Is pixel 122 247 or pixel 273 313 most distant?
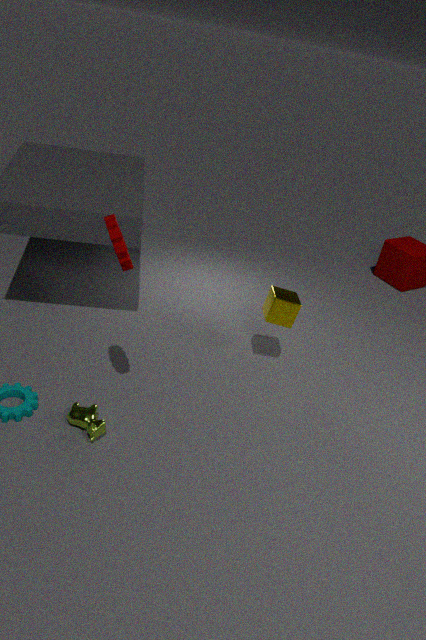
pixel 273 313
